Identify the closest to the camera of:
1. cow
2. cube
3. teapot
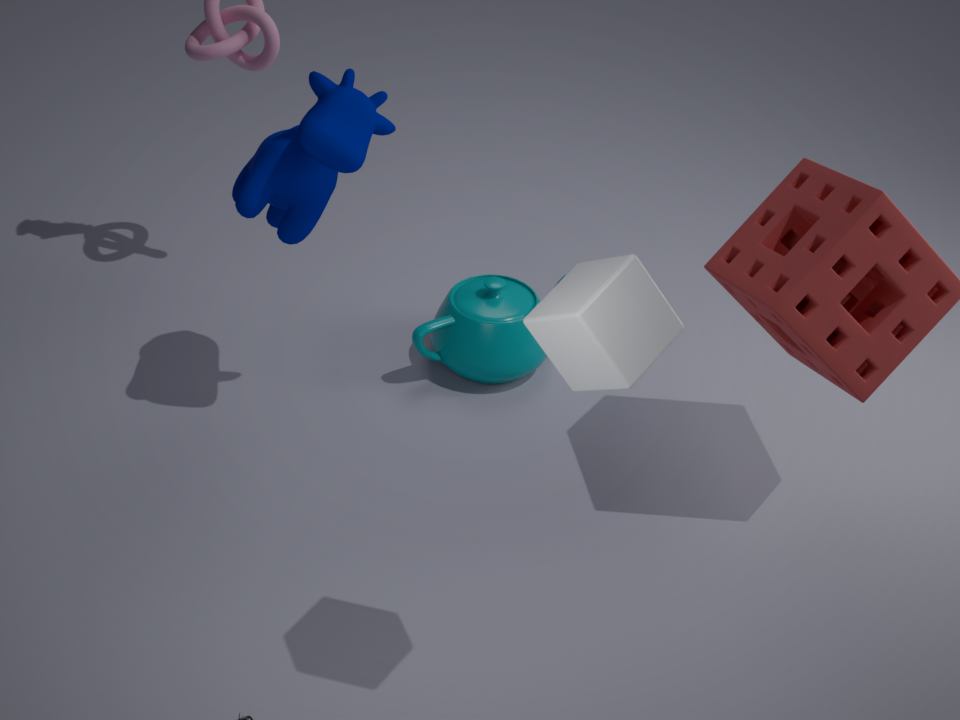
cube
